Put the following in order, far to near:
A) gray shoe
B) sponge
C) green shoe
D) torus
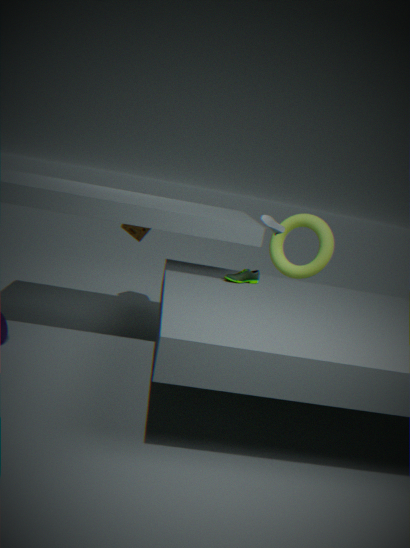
1. torus
2. gray shoe
3. sponge
4. green shoe
